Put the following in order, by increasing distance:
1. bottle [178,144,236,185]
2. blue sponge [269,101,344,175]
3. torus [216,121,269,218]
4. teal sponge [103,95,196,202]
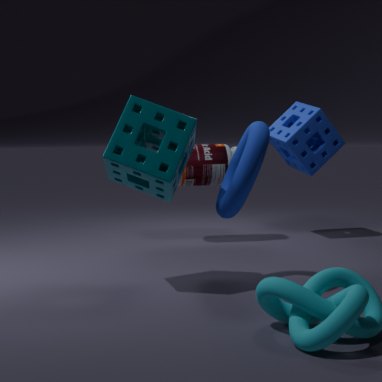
1. torus [216,121,269,218]
2. teal sponge [103,95,196,202]
3. bottle [178,144,236,185]
4. blue sponge [269,101,344,175]
